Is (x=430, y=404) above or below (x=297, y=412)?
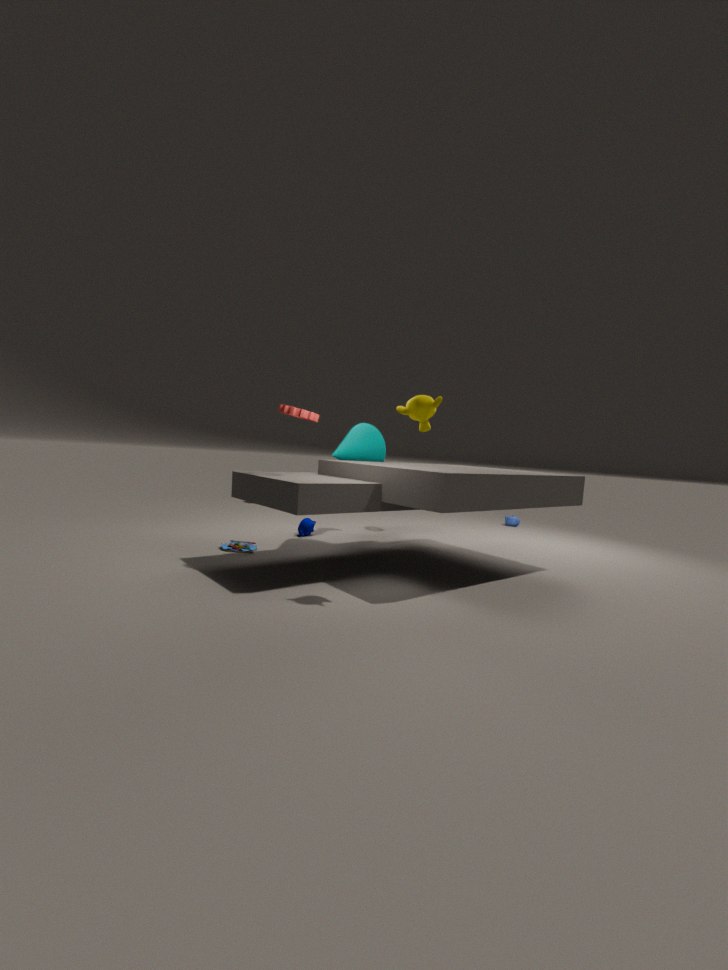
above
